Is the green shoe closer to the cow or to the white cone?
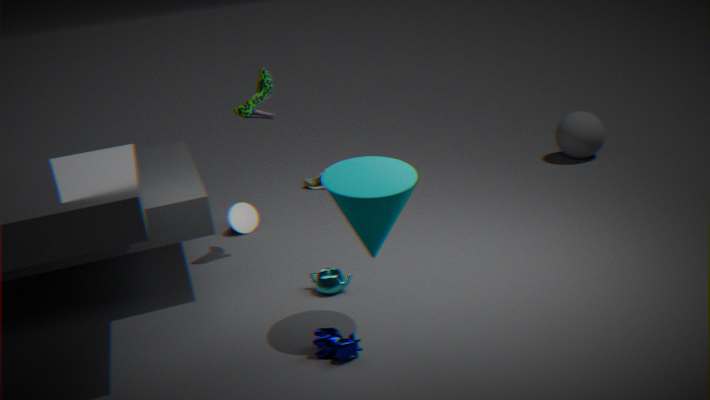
the white cone
